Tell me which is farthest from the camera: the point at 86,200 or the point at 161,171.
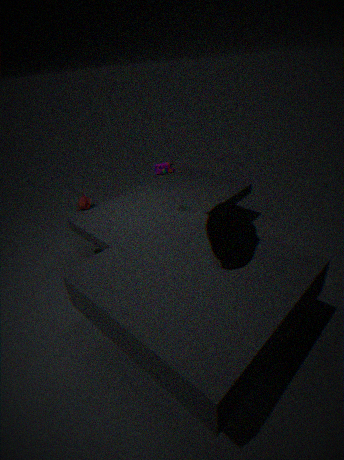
the point at 86,200
